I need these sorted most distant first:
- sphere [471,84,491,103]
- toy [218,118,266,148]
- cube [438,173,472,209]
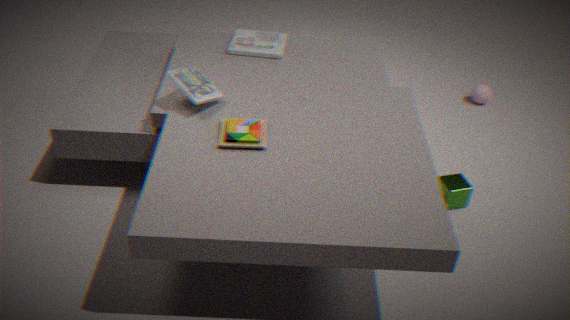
sphere [471,84,491,103] < cube [438,173,472,209] < toy [218,118,266,148]
